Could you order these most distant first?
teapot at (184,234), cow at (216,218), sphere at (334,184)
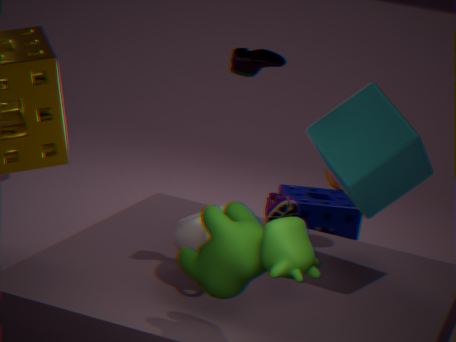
1. sphere at (334,184)
2. teapot at (184,234)
3. cow at (216,218)
